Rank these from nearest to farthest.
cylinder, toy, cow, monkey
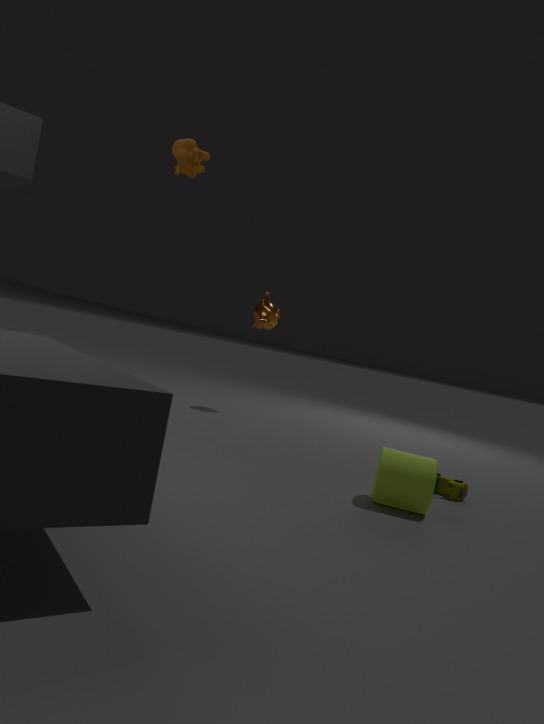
1. cylinder
2. toy
3. cow
4. monkey
